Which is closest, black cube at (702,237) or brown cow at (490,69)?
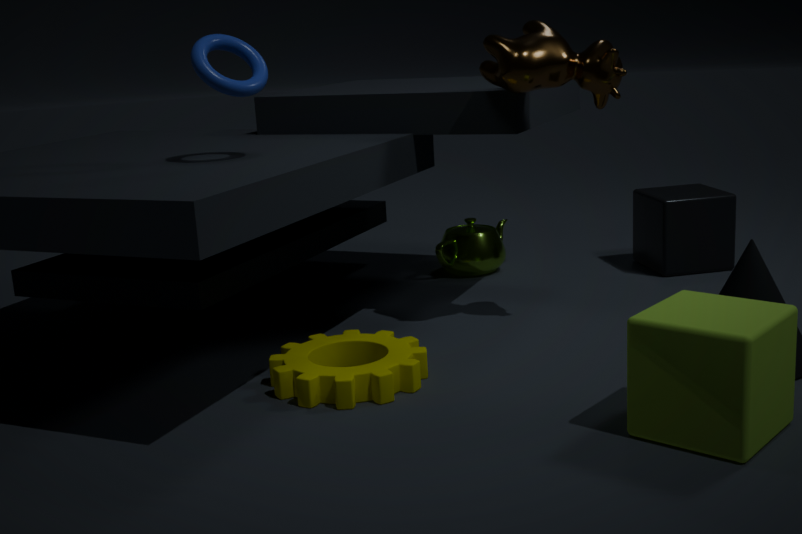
brown cow at (490,69)
